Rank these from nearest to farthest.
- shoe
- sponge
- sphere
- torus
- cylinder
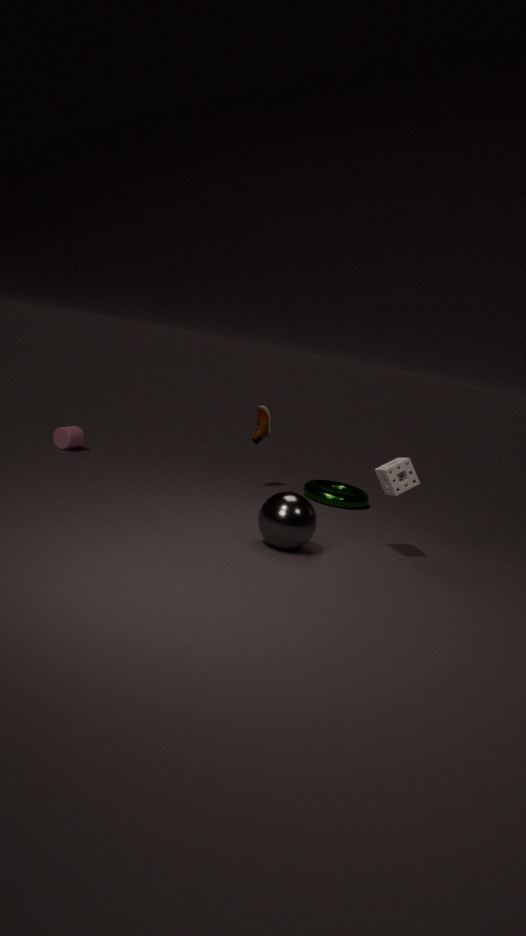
1. sphere
2. sponge
3. torus
4. shoe
5. cylinder
